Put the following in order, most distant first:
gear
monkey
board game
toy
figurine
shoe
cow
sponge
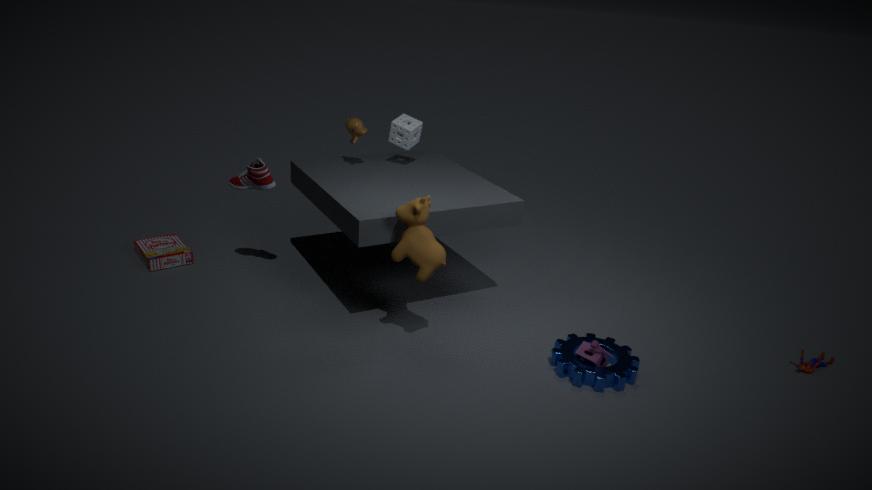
board game
sponge
monkey
shoe
figurine
toy
cow
gear
